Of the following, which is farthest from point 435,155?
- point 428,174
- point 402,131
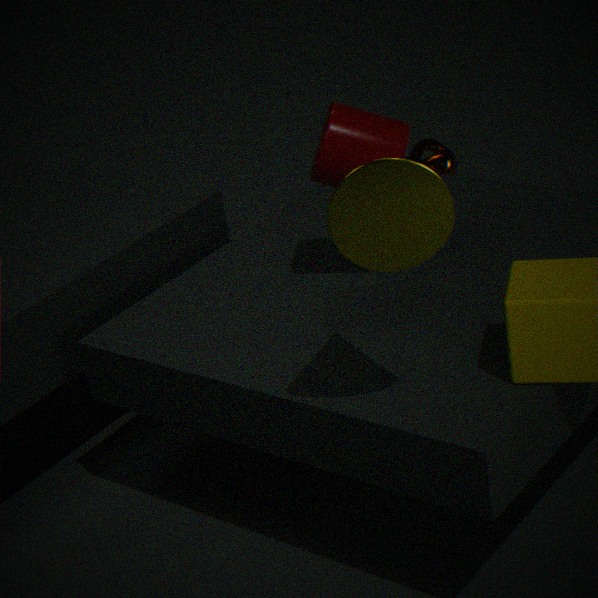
point 428,174
